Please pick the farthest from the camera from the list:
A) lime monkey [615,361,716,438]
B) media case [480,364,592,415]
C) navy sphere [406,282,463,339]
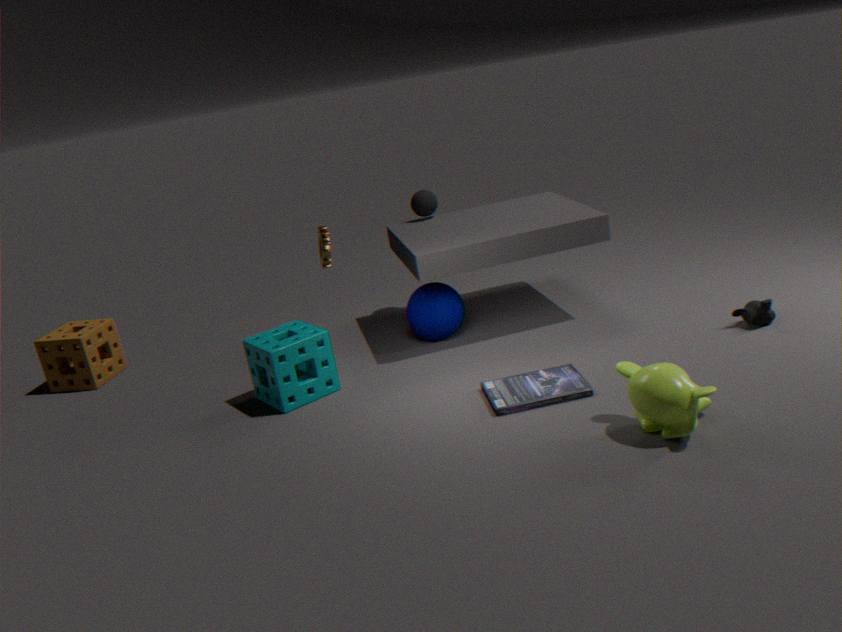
navy sphere [406,282,463,339]
